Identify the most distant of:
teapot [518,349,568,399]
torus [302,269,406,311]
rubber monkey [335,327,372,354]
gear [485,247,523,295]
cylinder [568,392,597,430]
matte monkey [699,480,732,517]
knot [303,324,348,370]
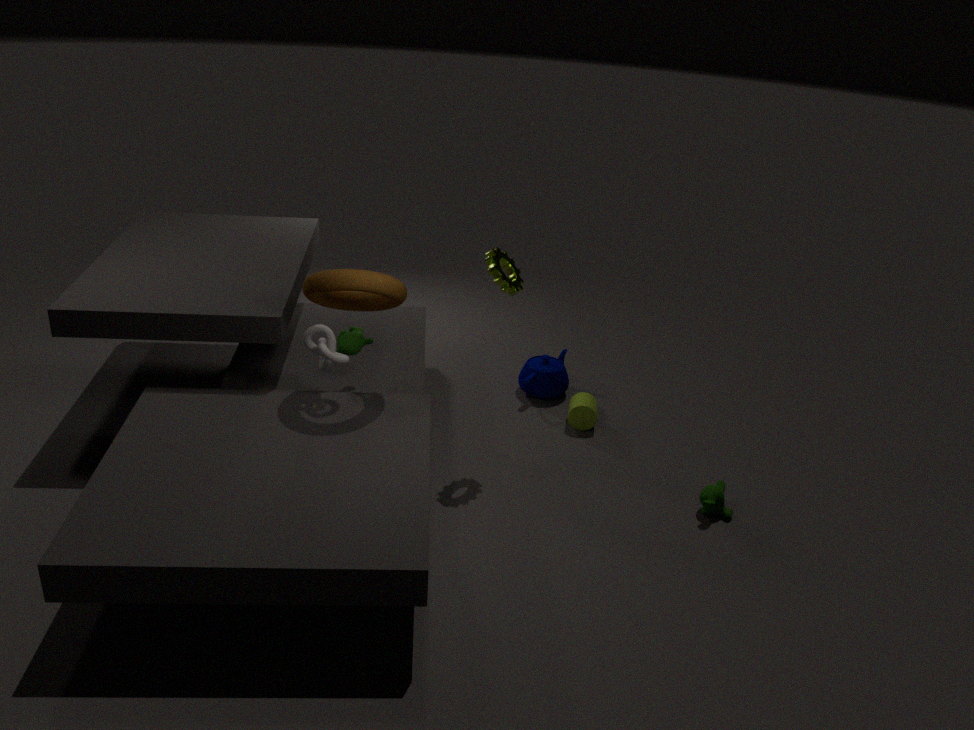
teapot [518,349,568,399]
